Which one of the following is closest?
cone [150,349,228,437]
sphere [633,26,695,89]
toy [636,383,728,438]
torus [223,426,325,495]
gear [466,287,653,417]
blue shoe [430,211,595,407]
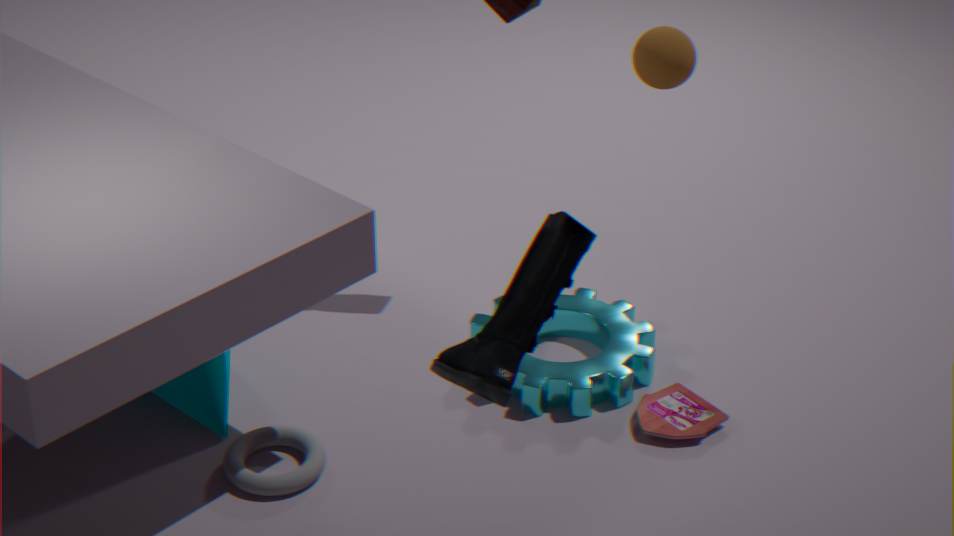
blue shoe [430,211,595,407]
